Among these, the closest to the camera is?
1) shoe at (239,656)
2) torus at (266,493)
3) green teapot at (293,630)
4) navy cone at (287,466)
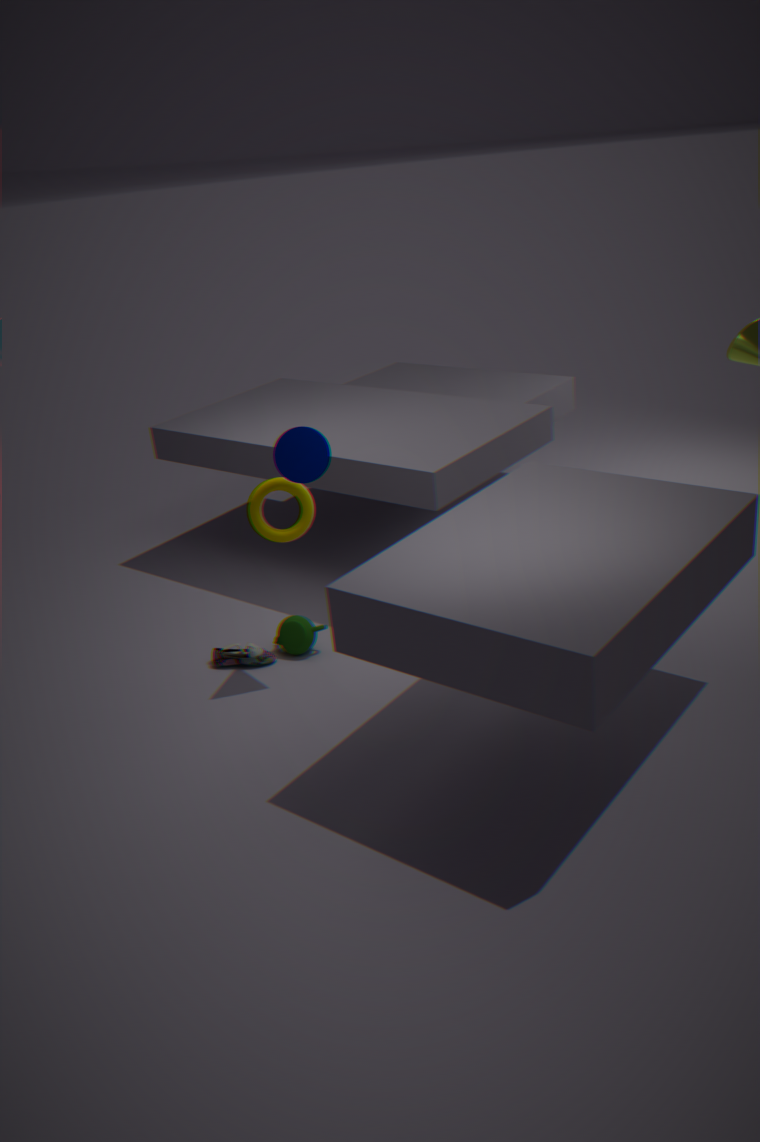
4. navy cone at (287,466)
